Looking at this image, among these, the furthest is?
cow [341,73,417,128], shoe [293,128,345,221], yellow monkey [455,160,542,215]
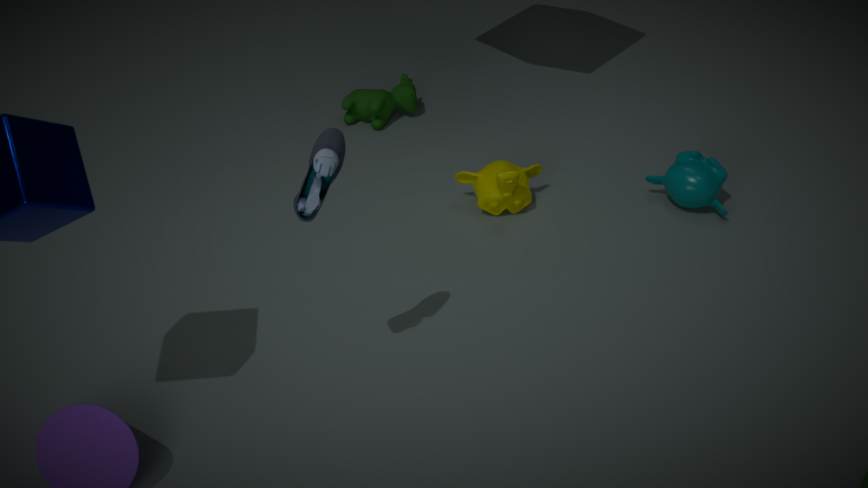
cow [341,73,417,128]
